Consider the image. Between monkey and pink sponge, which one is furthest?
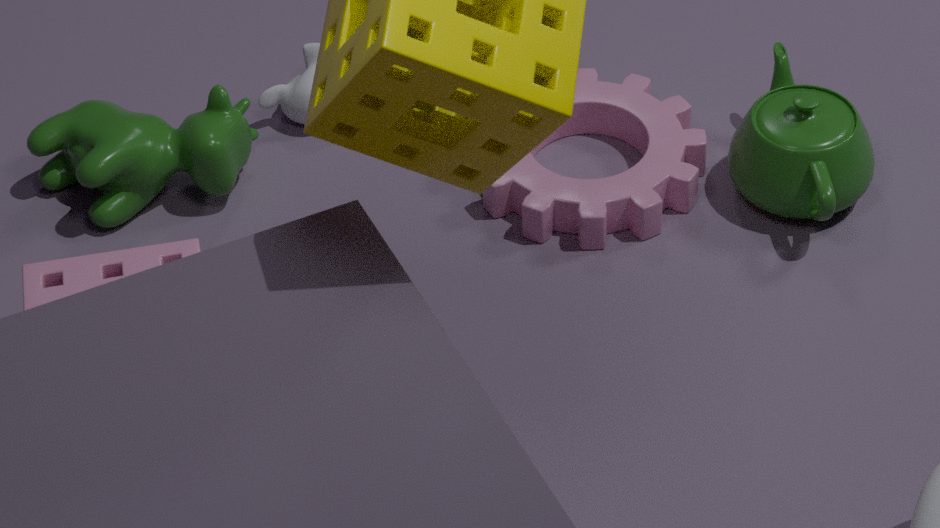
monkey
